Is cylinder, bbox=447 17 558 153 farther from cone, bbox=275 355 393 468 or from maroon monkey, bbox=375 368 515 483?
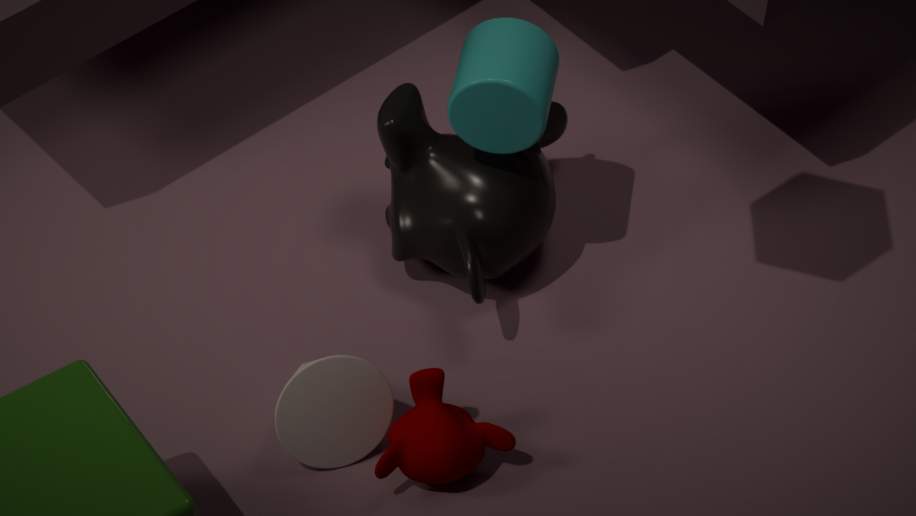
cone, bbox=275 355 393 468
